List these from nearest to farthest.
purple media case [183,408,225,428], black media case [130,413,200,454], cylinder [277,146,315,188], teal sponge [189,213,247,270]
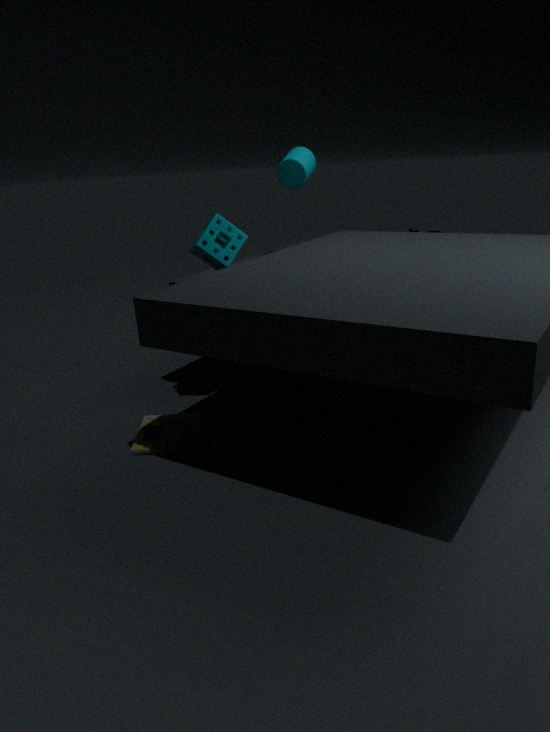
black media case [130,413,200,454]
teal sponge [189,213,247,270]
purple media case [183,408,225,428]
cylinder [277,146,315,188]
